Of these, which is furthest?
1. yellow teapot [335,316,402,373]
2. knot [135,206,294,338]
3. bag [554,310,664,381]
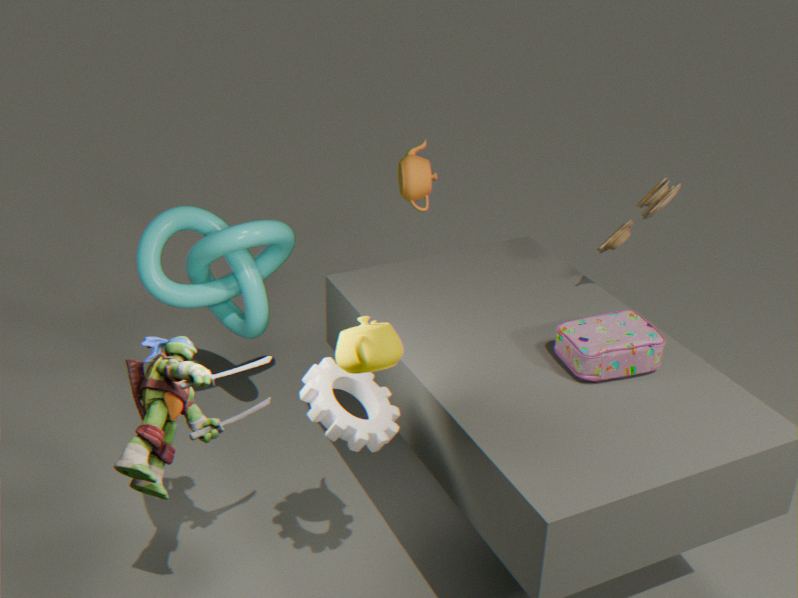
knot [135,206,294,338]
